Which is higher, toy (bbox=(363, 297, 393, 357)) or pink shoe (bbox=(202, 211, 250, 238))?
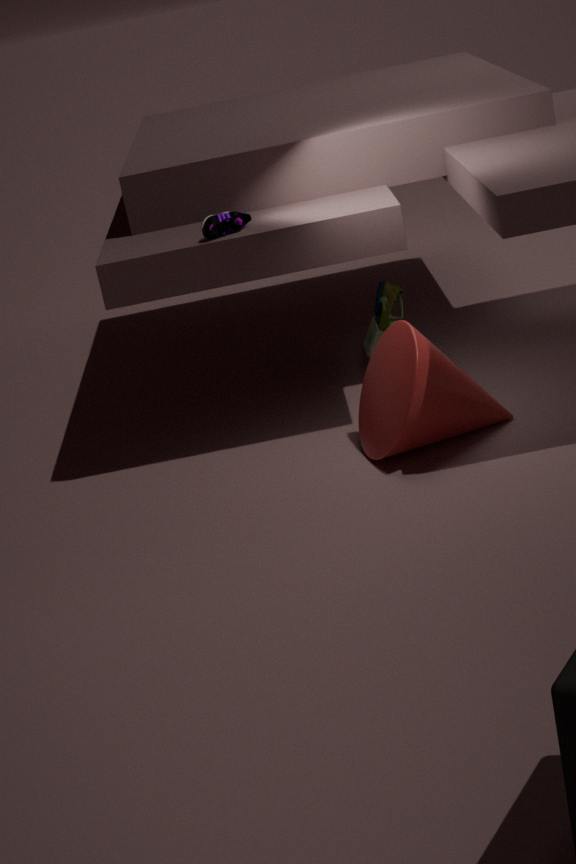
pink shoe (bbox=(202, 211, 250, 238))
